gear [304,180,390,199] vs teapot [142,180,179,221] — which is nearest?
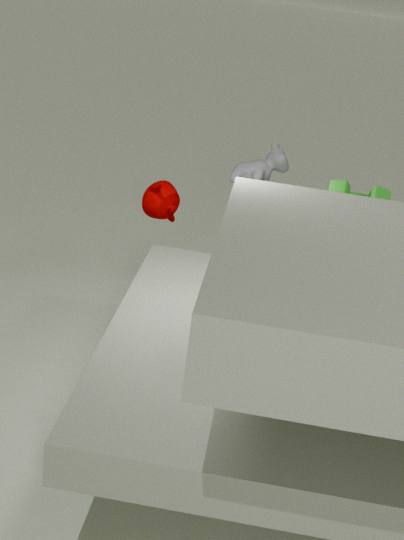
gear [304,180,390,199]
